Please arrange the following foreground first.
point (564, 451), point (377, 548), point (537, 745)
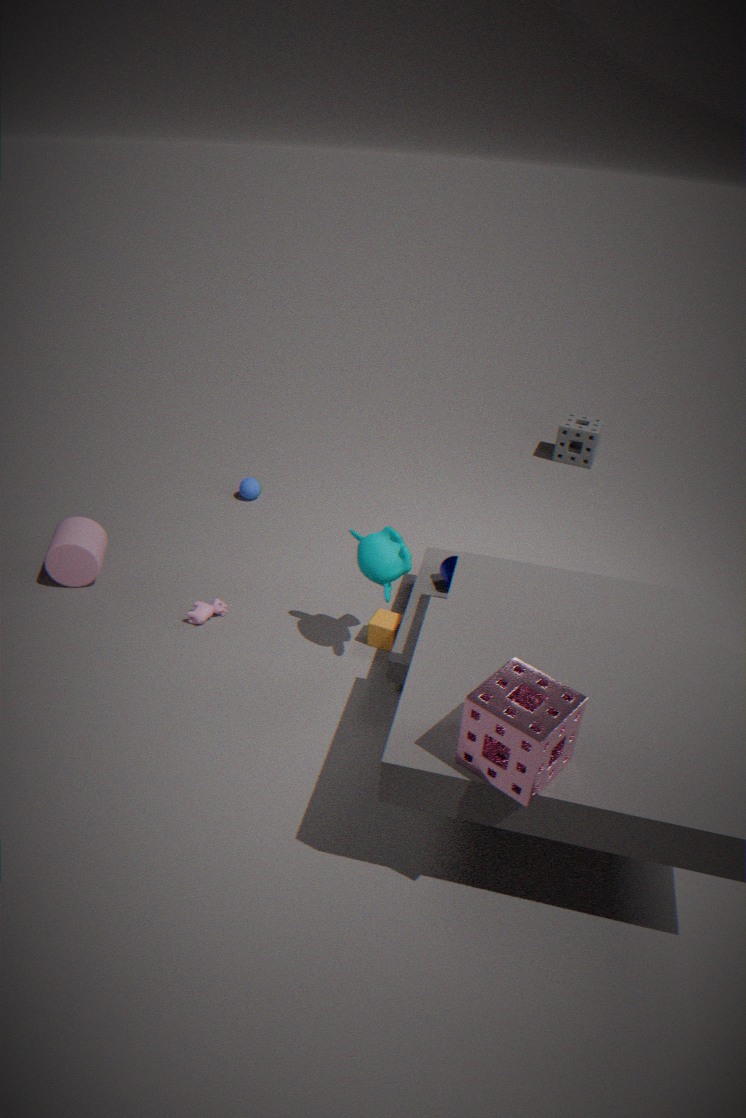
point (537, 745) < point (377, 548) < point (564, 451)
